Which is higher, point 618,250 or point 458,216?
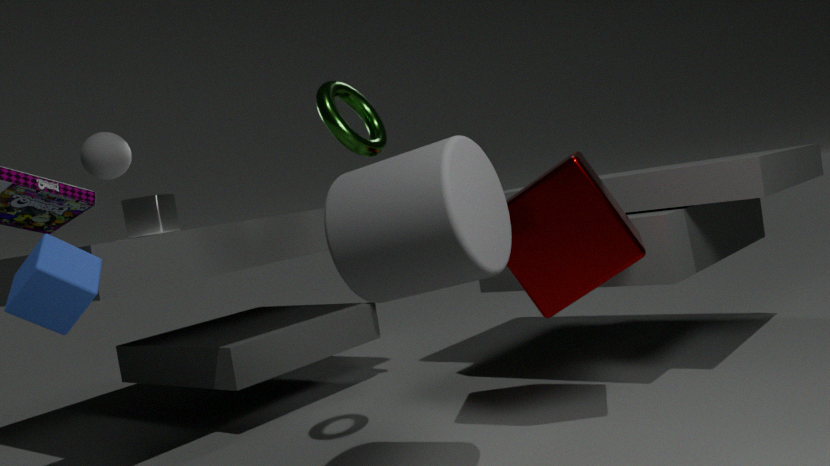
point 458,216
